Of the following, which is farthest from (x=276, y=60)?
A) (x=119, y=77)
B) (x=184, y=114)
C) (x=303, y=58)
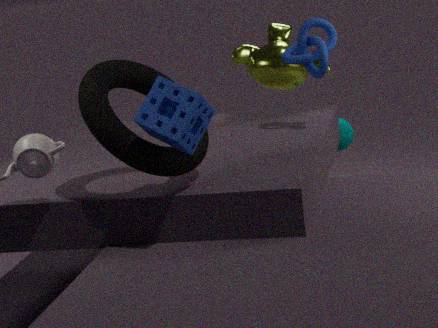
(x=184, y=114)
